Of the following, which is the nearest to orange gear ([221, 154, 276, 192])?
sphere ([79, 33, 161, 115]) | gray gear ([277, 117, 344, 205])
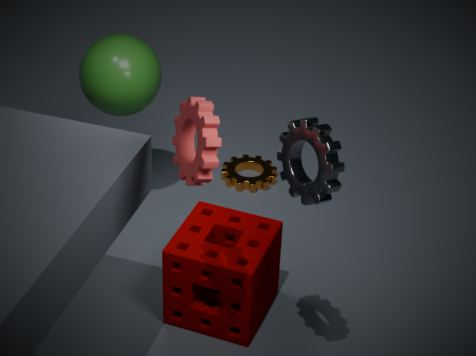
sphere ([79, 33, 161, 115])
